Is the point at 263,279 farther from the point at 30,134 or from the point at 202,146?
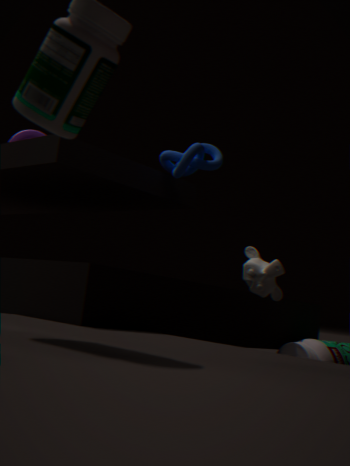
the point at 30,134
